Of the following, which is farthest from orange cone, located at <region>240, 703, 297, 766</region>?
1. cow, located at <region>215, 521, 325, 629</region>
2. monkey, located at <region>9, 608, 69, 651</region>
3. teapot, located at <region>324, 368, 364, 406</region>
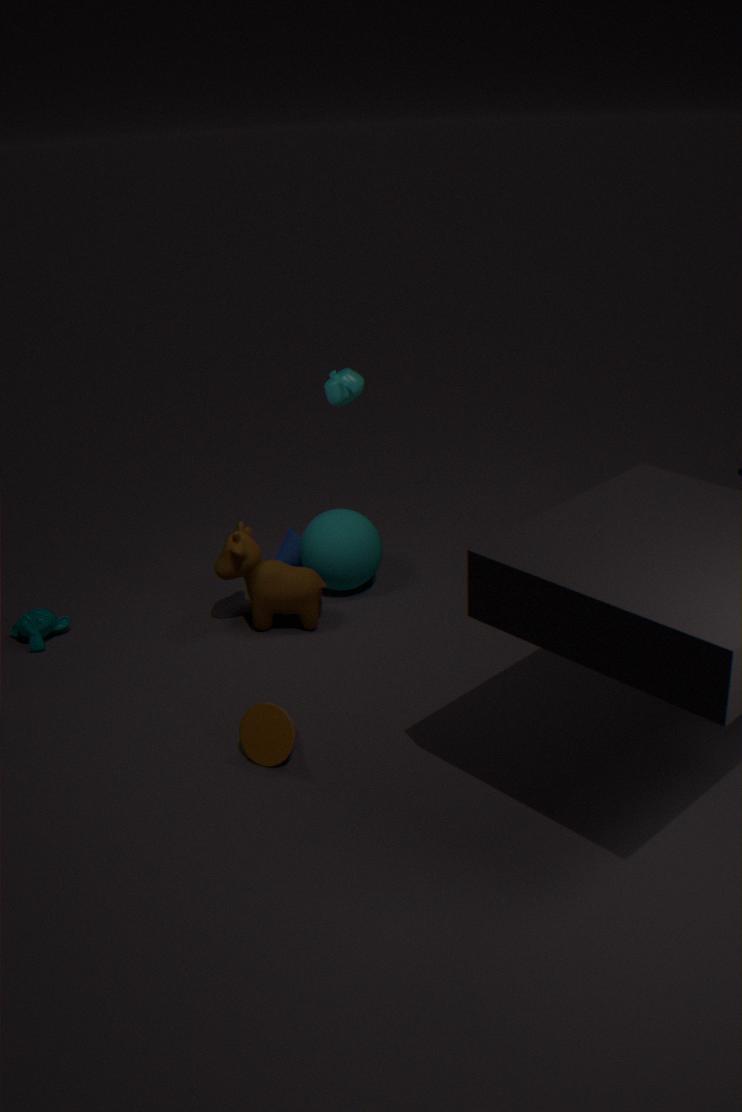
teapot, located at <region>324, 368, 364, 406</region>
